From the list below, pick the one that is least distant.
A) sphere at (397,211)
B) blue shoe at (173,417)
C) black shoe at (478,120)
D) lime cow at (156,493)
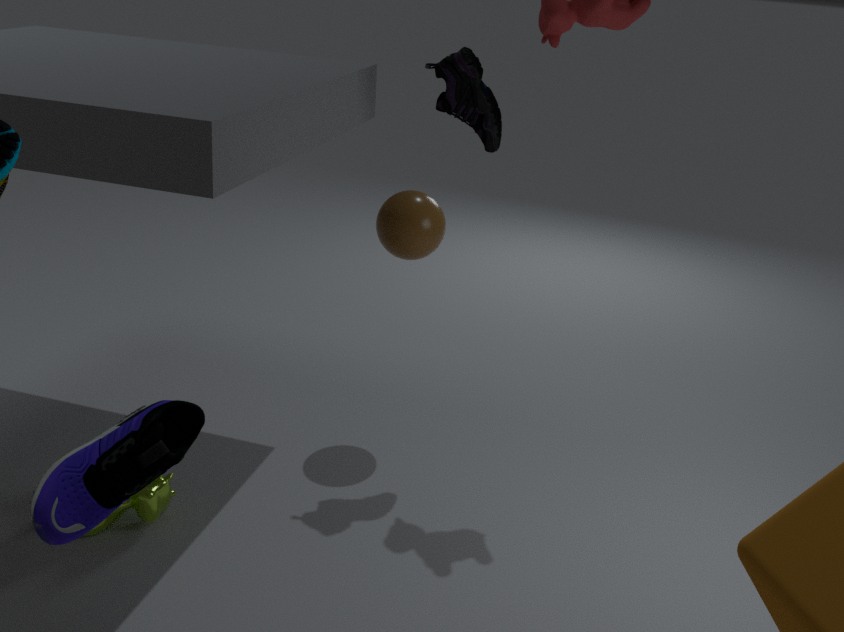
blue shoe at (173,417)
